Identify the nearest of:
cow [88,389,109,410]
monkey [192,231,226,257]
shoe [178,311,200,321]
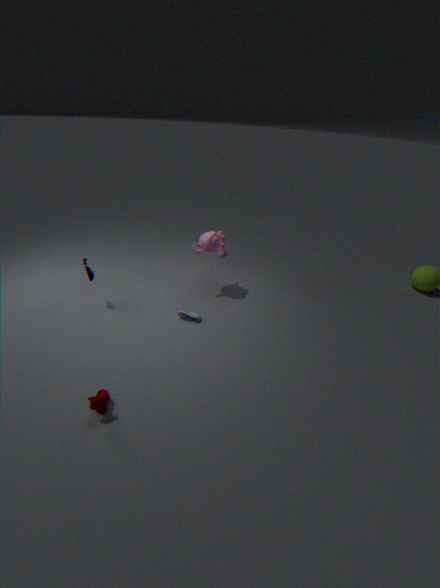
cow [88,389,109,410]
